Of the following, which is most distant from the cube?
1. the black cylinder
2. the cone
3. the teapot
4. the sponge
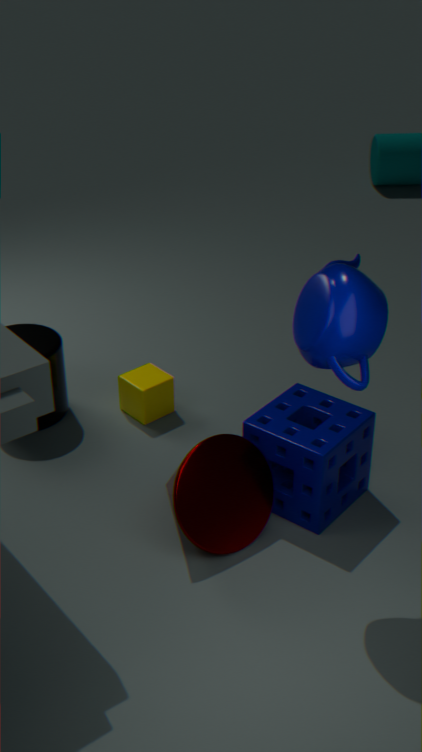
the teapot
